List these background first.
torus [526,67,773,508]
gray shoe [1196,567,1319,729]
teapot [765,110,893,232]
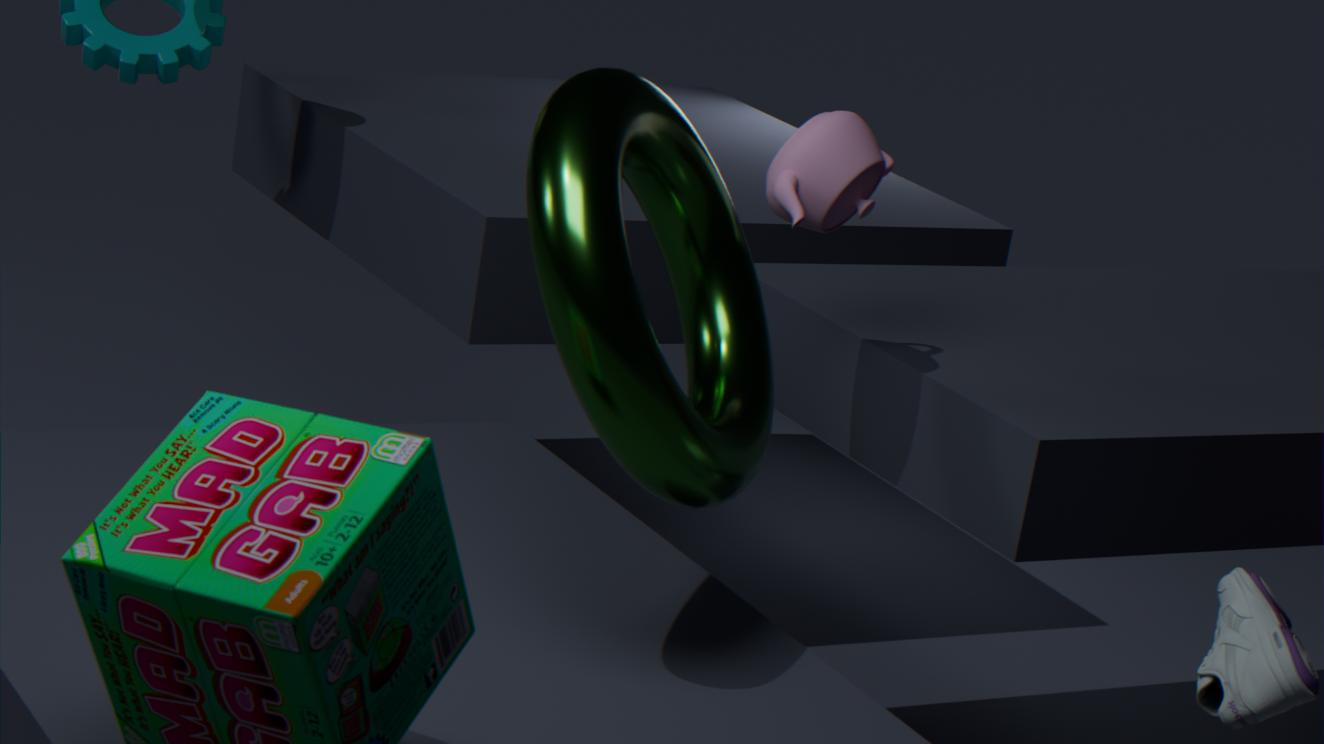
teapot [765,110,893,232] → gray shoe [1196,567,1319,729] → torus [526,67,773,508]
